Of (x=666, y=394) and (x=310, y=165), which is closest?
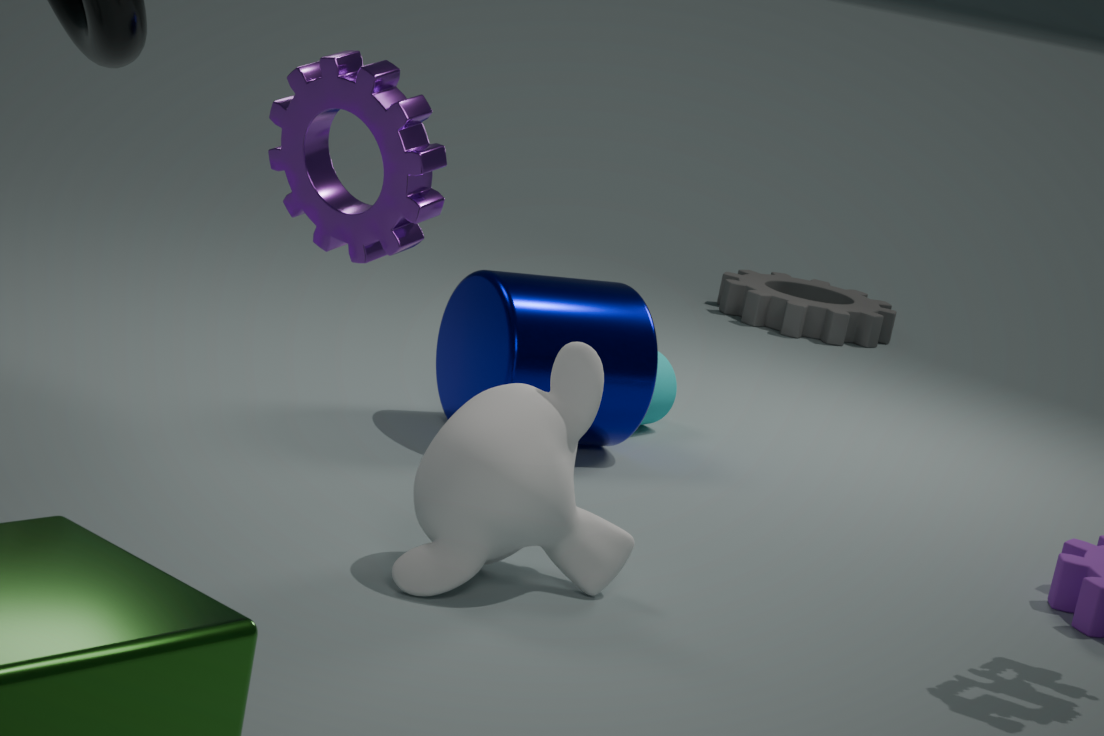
(x=310, y=165)
